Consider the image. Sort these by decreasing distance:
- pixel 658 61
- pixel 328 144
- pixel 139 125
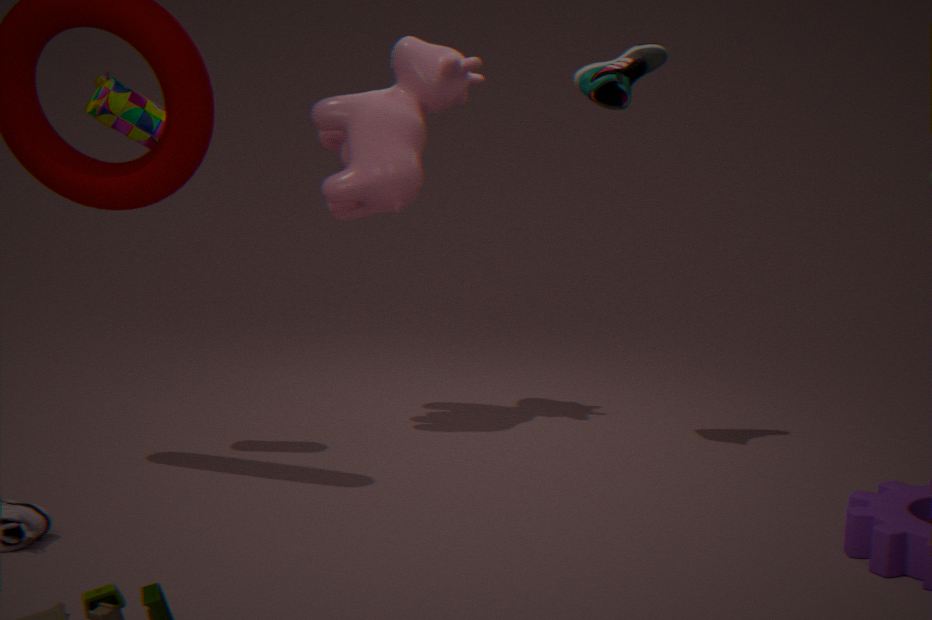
pixel 328 144 → pixel 658 61 → pixel 139 125
